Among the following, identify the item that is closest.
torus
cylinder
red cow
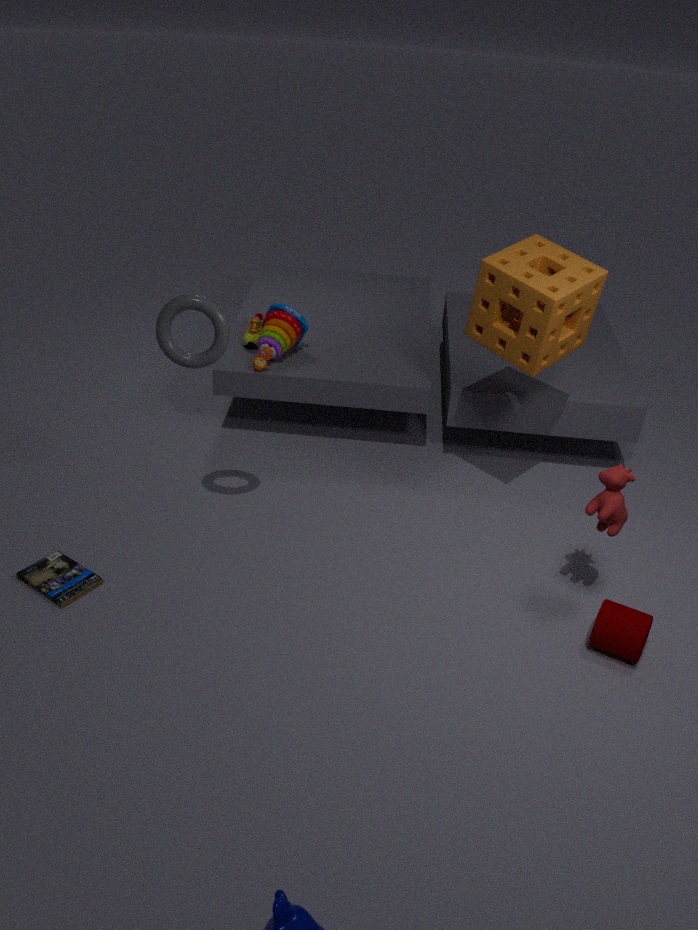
cylinder
